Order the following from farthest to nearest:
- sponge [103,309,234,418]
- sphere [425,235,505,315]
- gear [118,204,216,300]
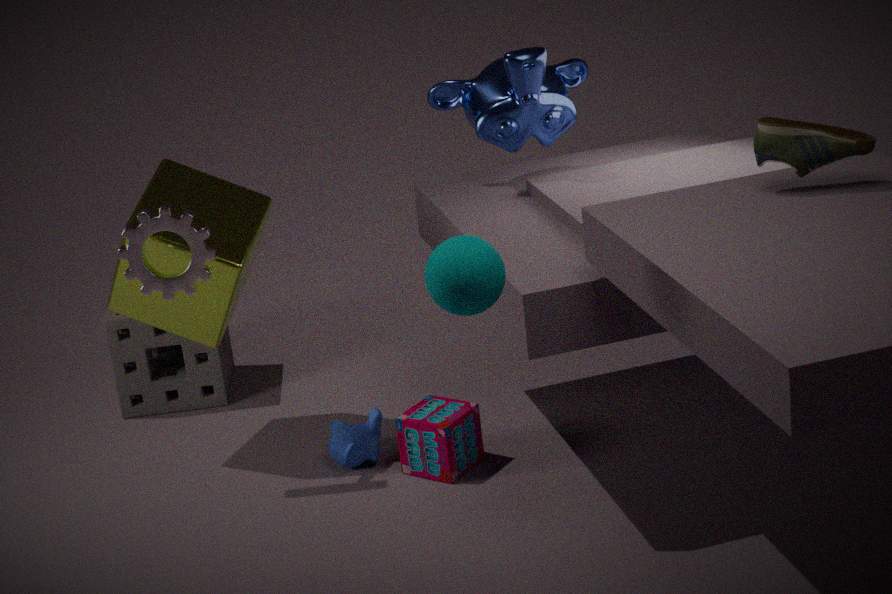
sponge [103,309,234,418], gear [118,204,216,300], sphere [425,235,505,315]
